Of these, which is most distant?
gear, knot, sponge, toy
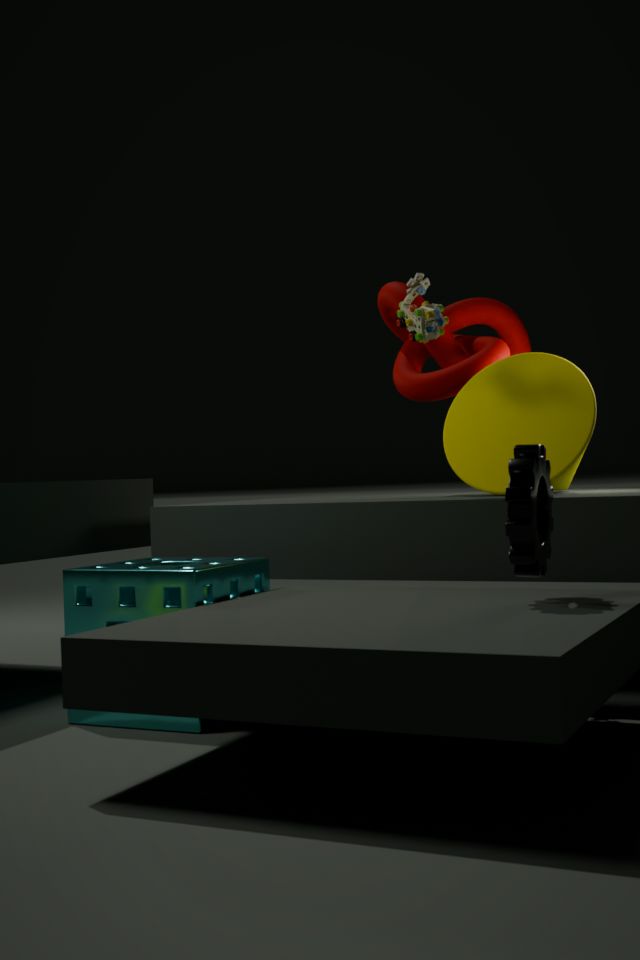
knot
